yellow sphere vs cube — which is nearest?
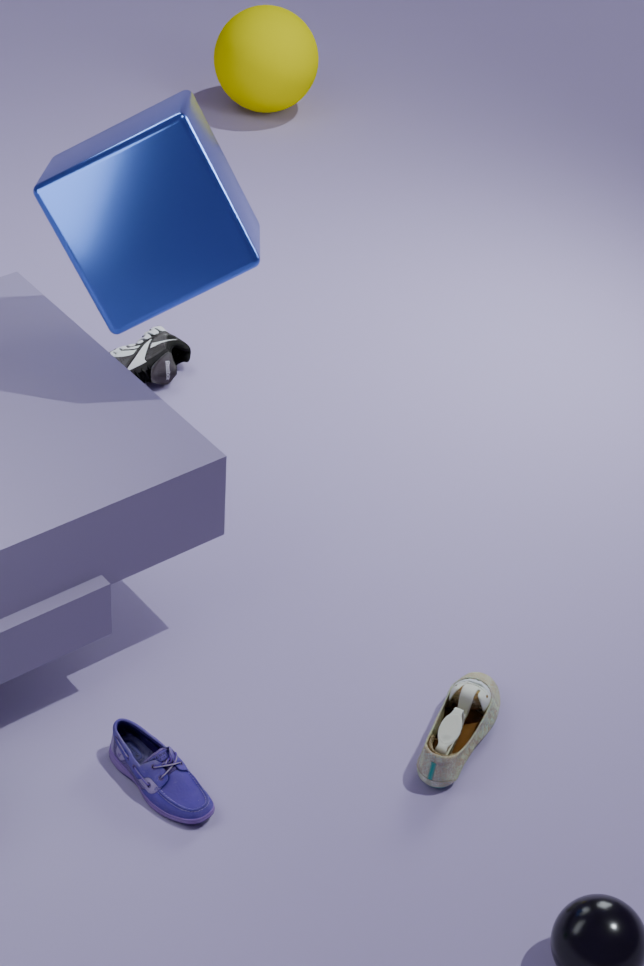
cube
